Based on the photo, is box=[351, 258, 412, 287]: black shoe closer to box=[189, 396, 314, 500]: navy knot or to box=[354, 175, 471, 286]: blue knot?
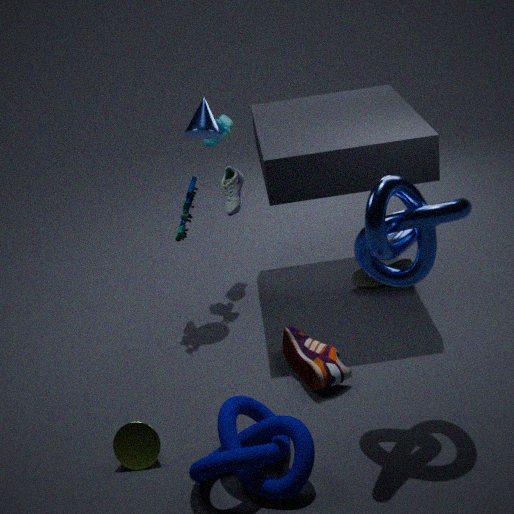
box=[354, 175, 471, 286]: blue knot
